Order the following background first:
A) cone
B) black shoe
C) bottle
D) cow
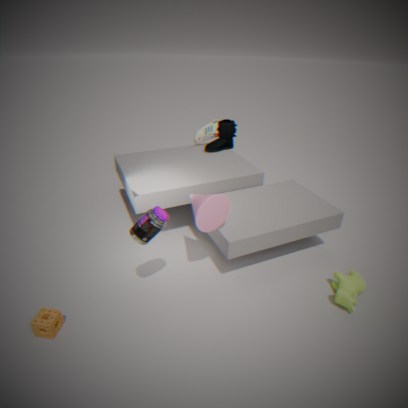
black shoe
cow
cone
bottle
